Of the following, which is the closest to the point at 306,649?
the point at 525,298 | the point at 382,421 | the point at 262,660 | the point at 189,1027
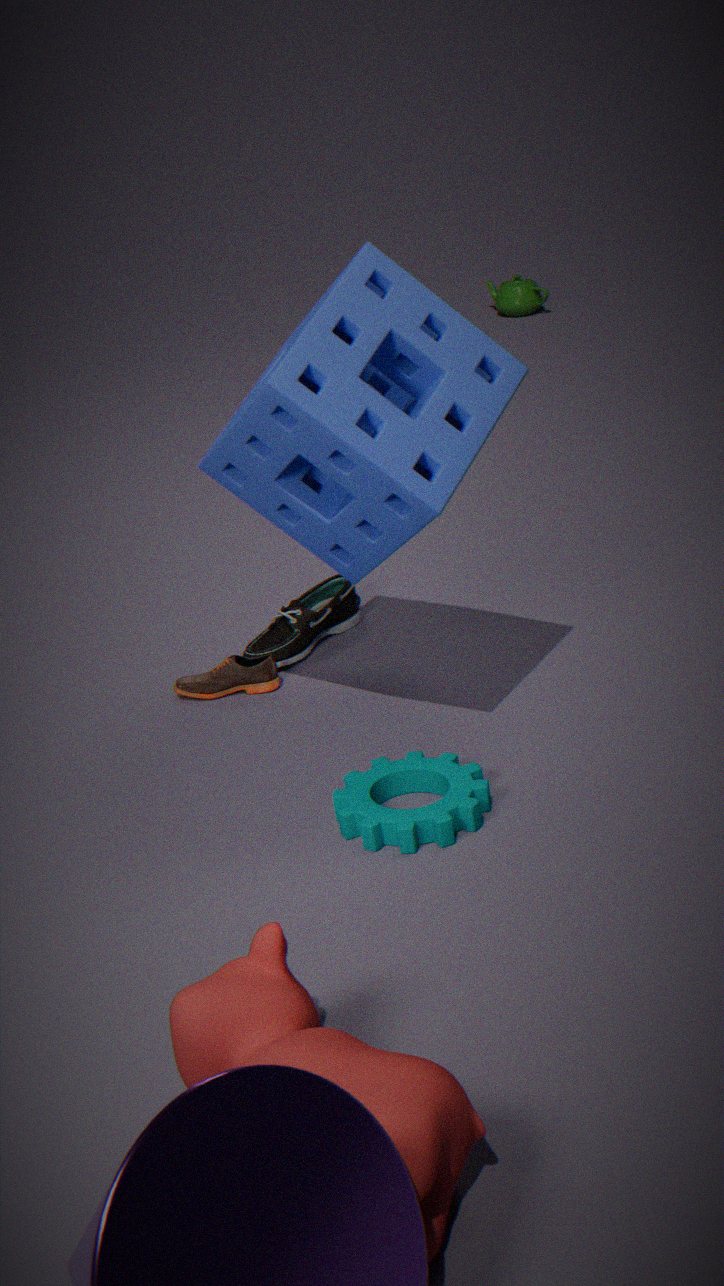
the point at 262,660
